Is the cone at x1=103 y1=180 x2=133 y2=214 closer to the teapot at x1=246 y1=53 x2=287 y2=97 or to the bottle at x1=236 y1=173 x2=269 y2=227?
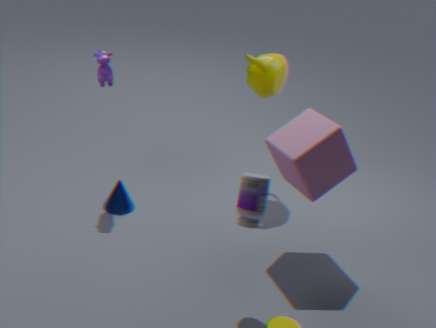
the bottle at x1=236 y1=173 x2=269 y2=227
